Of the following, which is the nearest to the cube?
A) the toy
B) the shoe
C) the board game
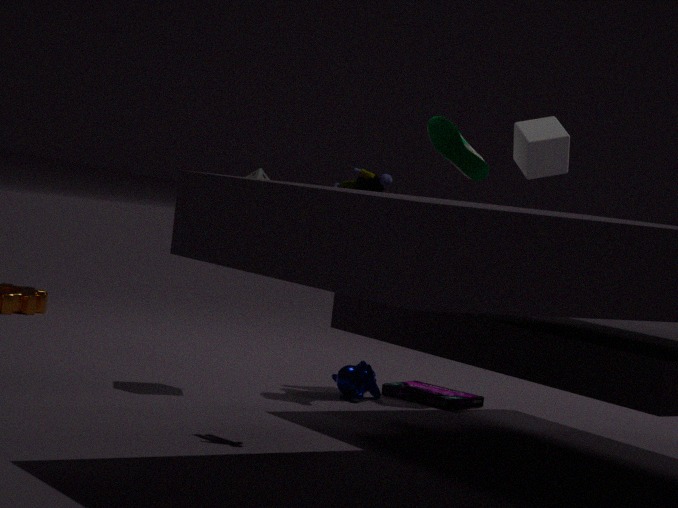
the shoe
